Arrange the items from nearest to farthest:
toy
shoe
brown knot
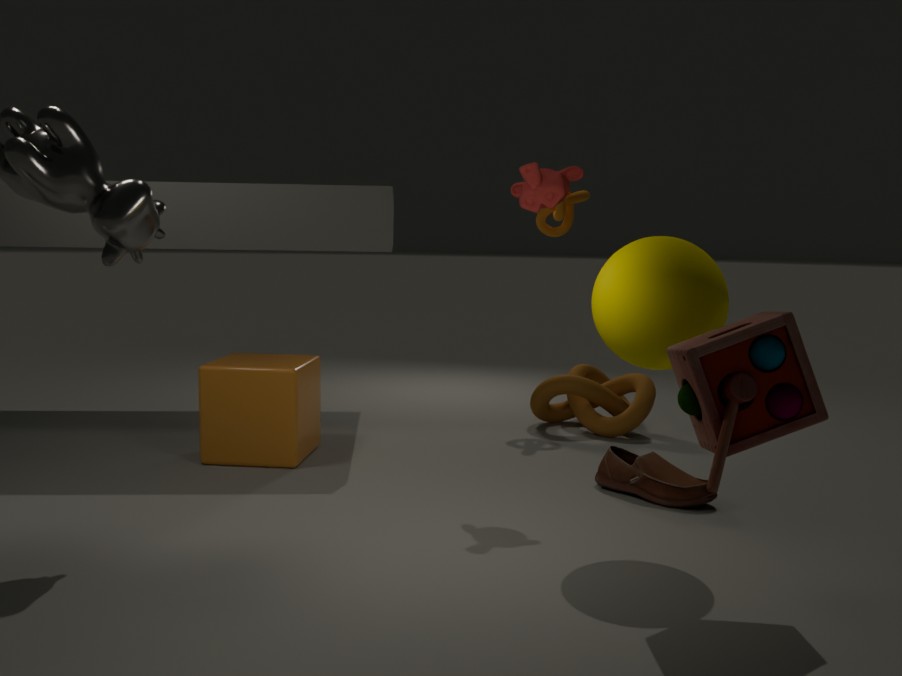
toy → shoe → brown knot
